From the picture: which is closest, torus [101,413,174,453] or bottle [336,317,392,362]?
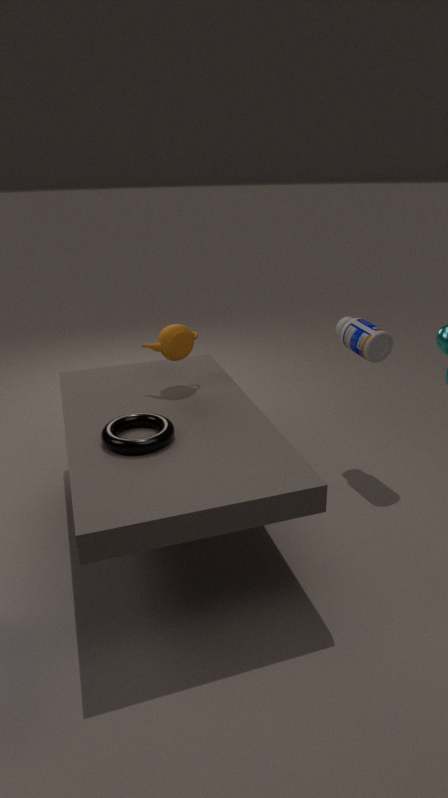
torus [101,413,174,453]
